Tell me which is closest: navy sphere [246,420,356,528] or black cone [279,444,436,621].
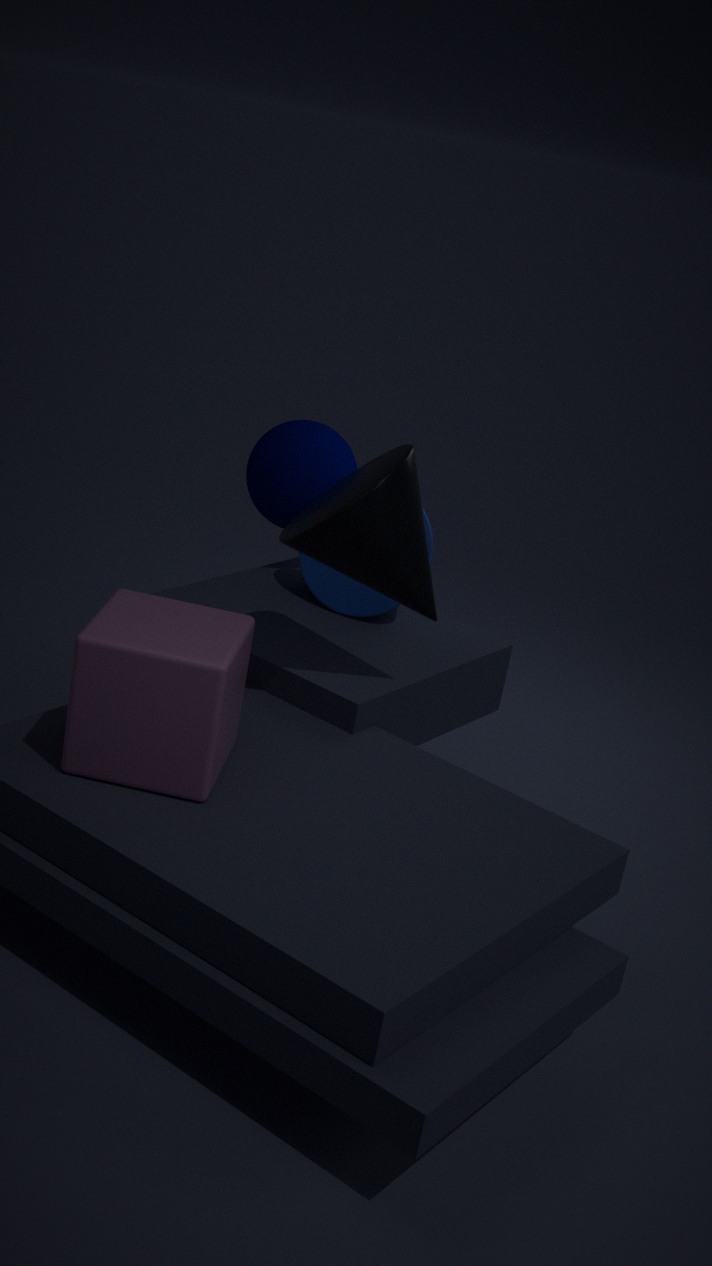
black cone [279,444,436,621]
